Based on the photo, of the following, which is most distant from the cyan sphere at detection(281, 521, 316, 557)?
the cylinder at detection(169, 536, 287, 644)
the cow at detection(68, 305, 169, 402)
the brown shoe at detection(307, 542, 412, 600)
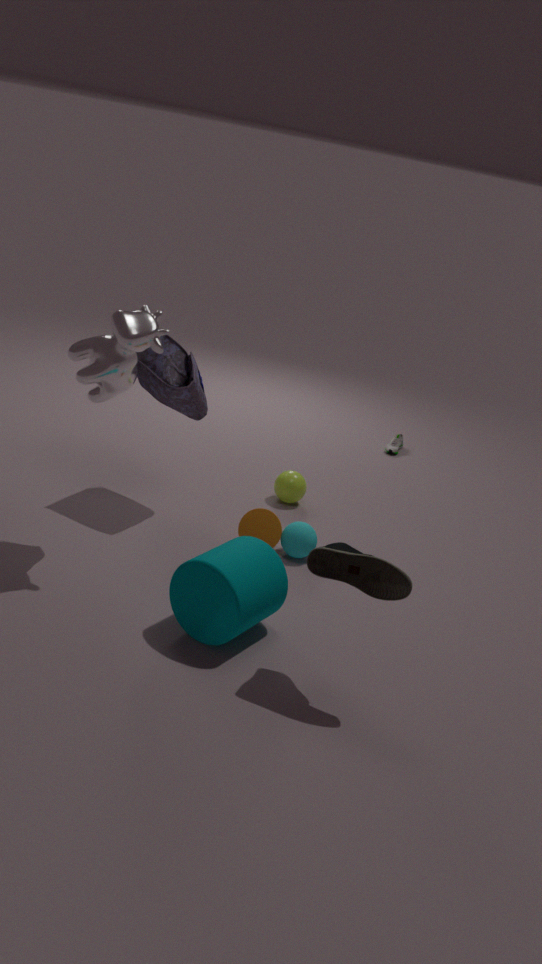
the cow at detection(68, 305, 169, 402)
